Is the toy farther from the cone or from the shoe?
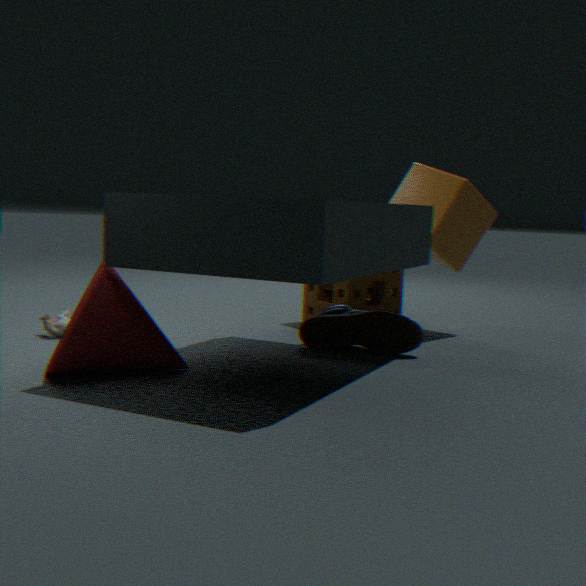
the shoe
